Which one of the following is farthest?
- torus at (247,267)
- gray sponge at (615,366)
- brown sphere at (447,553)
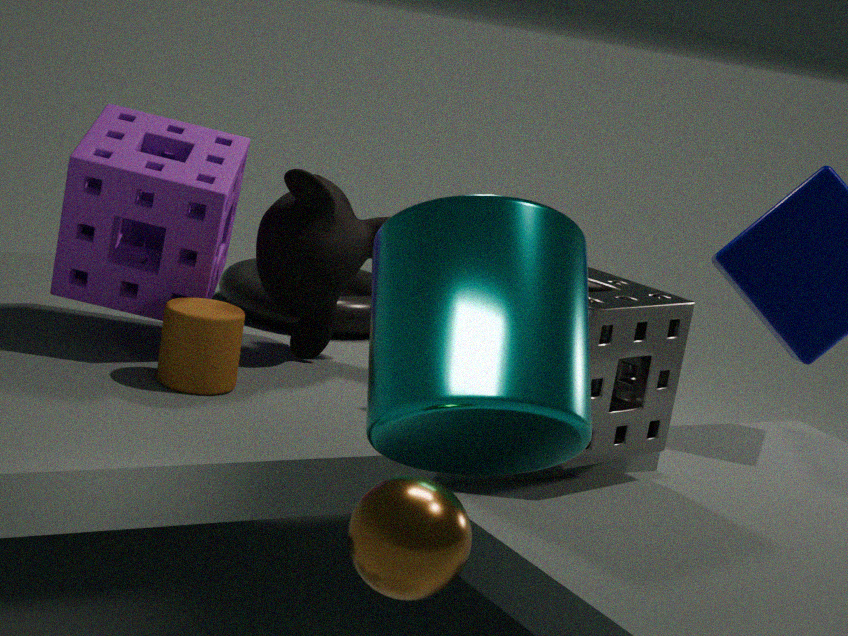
torus at (247,267)
